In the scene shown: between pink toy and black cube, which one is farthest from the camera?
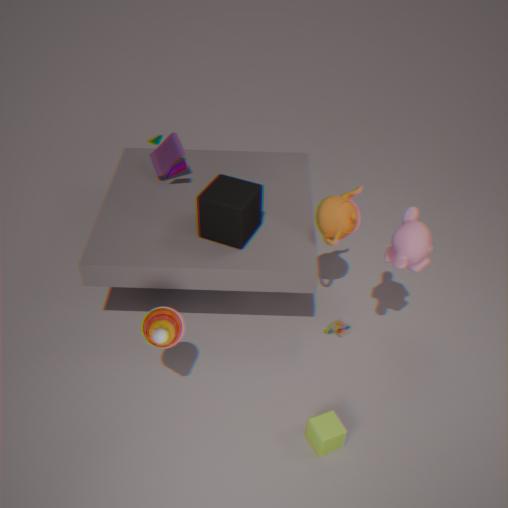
pink toy
